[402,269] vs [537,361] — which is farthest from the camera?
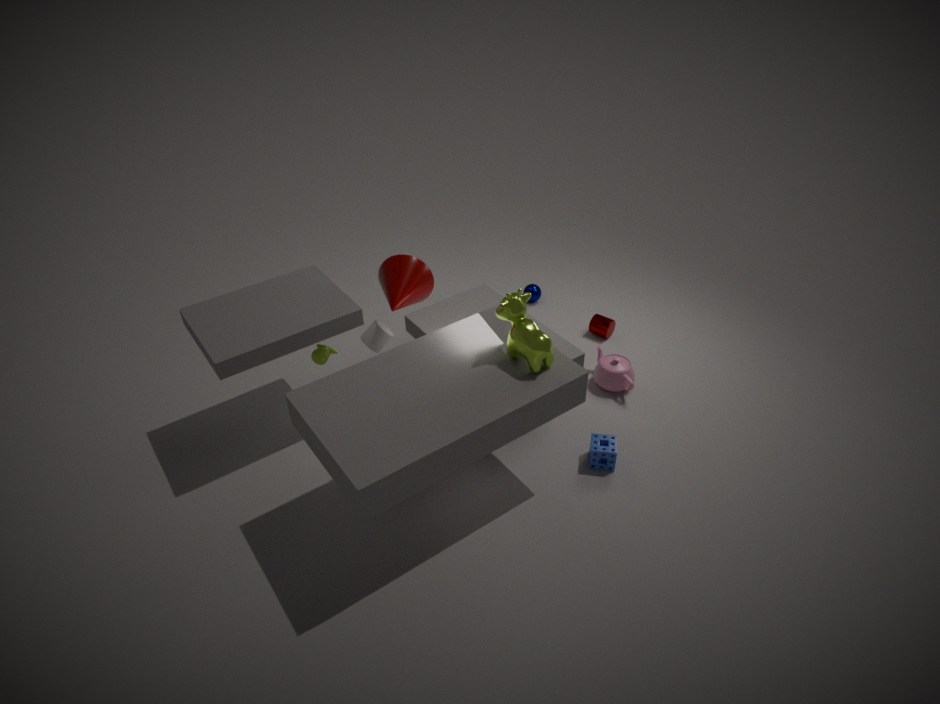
[402,269]
